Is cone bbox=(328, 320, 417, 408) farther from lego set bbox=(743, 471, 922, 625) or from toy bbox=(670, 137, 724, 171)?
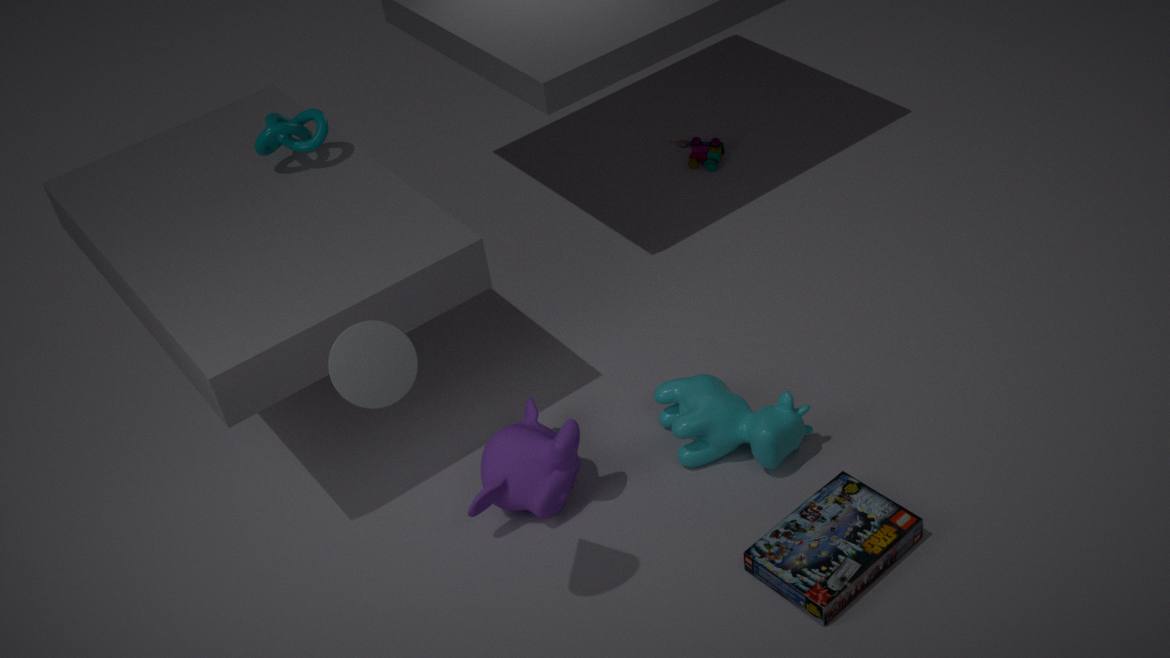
toy bbox=(670, 137, 724, 171)
